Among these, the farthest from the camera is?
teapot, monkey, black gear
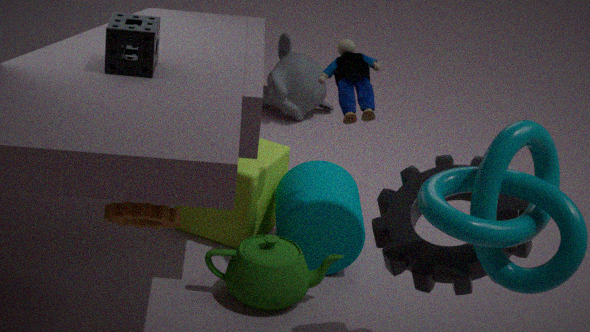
monkey
